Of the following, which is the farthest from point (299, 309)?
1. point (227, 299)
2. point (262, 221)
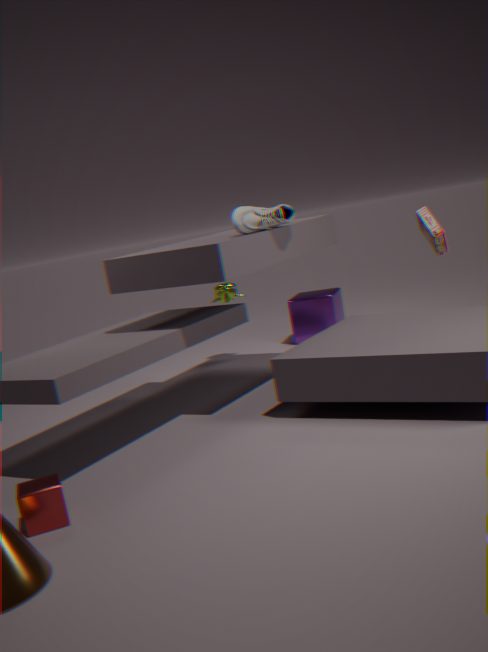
point (262, 221)
